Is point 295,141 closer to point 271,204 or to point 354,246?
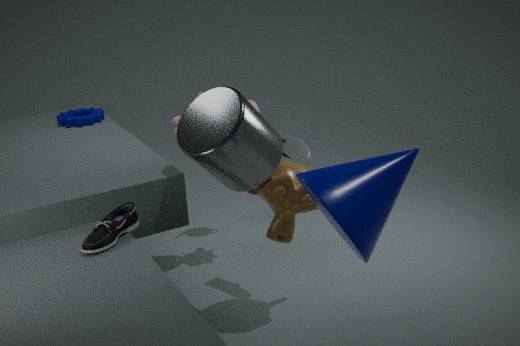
point 271,204
